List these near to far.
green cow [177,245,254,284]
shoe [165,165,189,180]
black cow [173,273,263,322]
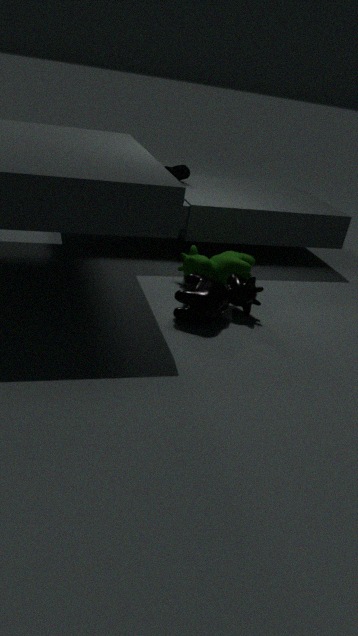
black cow [173,273,263,322] → green cow [177,245,254,284] → shoe [165,165,189,180]
